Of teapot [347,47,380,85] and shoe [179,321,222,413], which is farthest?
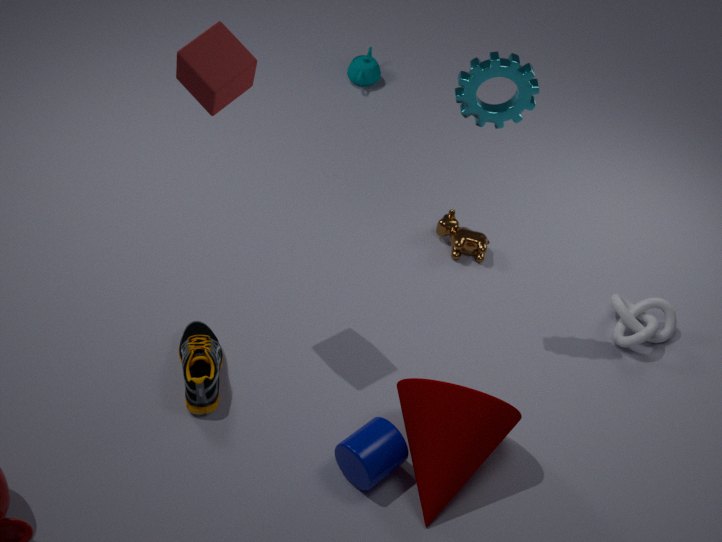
teapot [347,47,380,85]
